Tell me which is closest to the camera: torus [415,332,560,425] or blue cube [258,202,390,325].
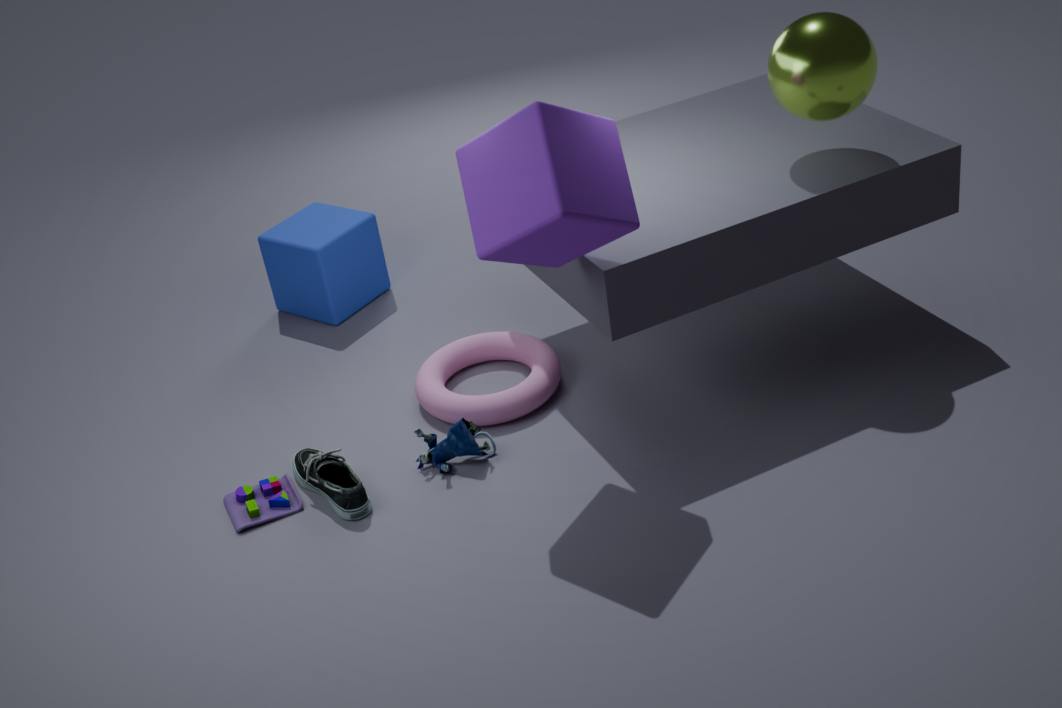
torus [415,332,560,425]
